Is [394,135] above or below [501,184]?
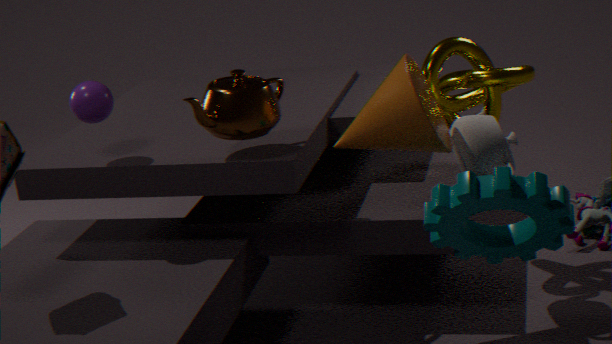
above
